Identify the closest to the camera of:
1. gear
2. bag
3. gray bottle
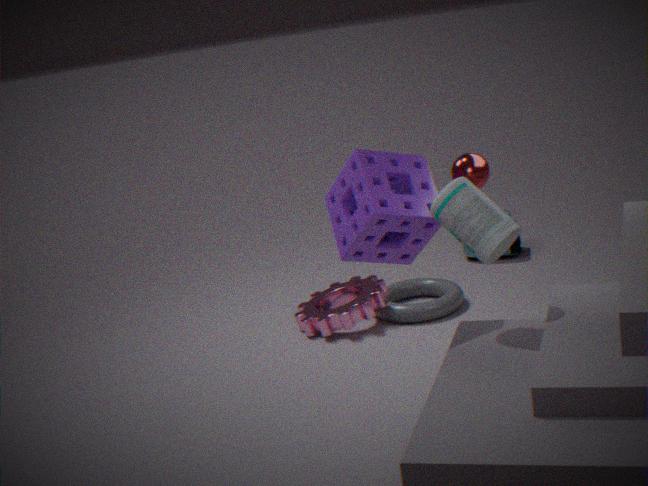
gray bottle
